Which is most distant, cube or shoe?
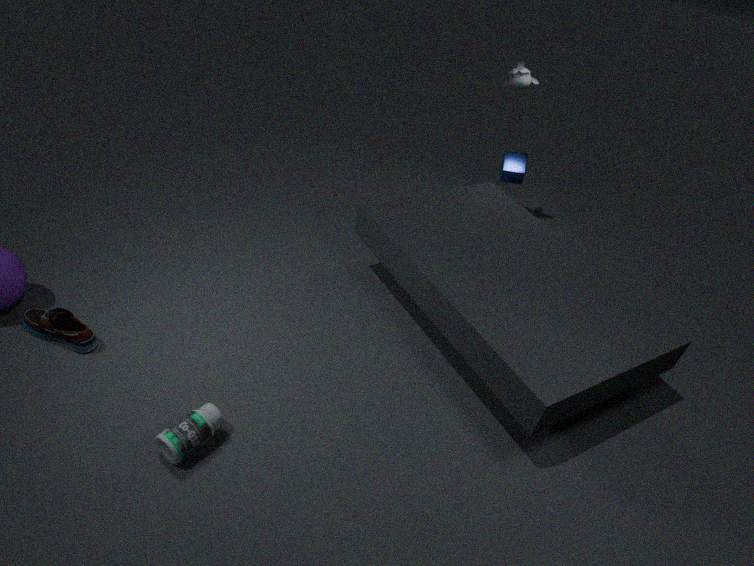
cube
